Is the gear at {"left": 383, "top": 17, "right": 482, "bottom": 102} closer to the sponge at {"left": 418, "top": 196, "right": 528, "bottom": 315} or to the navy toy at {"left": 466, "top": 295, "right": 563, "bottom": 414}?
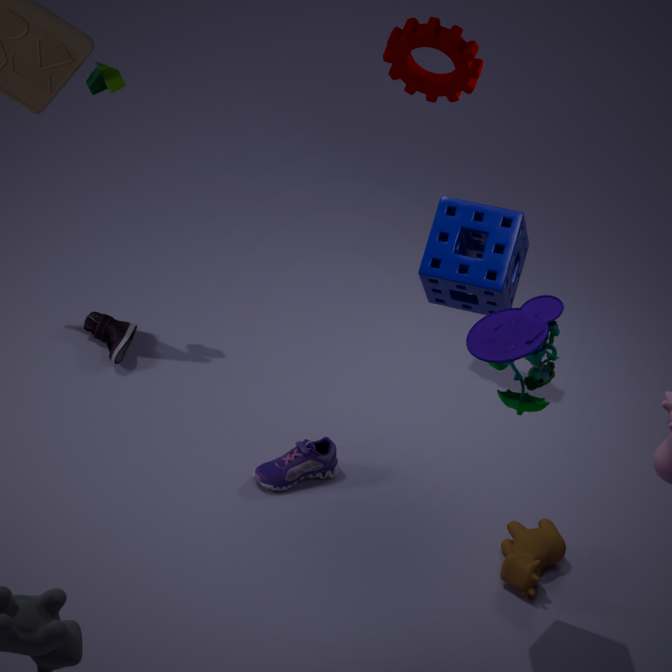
the sponge at {"left": 418, "top": 196, "right": 528, "bottom": 315}
